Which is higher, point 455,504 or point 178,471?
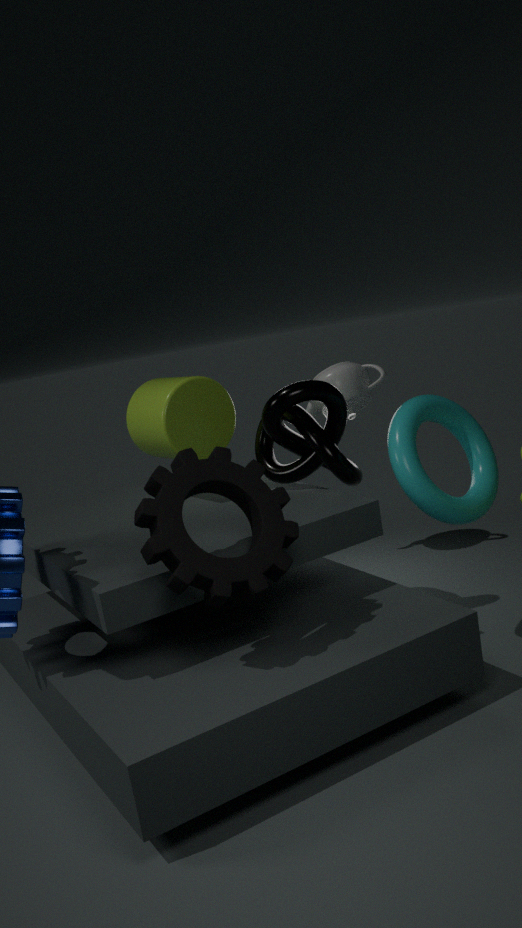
point 178,471
